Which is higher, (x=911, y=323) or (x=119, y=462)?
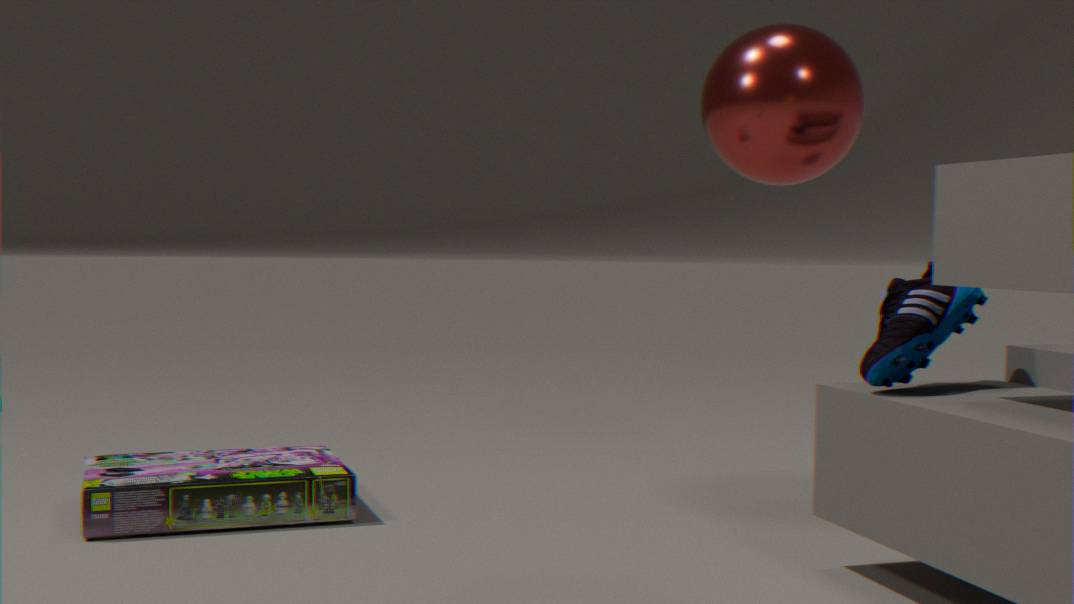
(x=911, y=323)
